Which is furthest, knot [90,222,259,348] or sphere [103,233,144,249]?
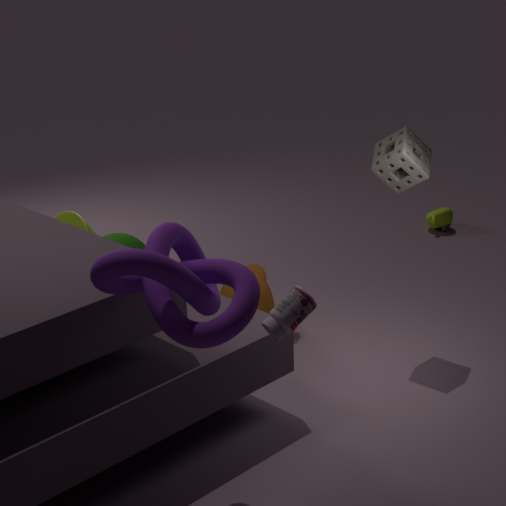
sphere [103,233,144,249]
